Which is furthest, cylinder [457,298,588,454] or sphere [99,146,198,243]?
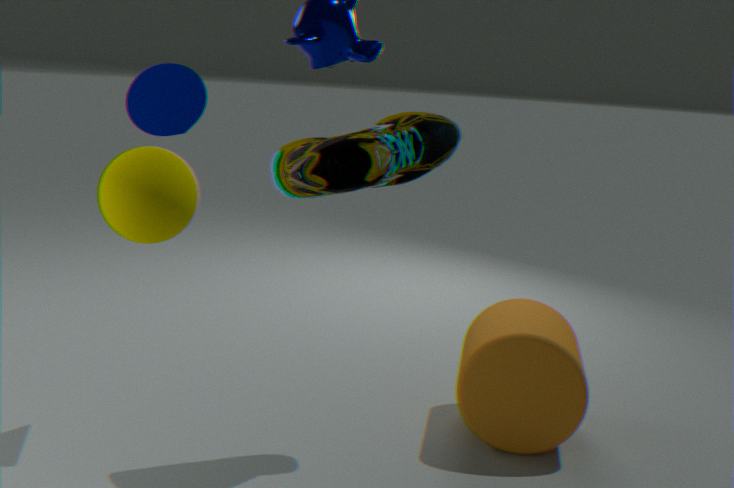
cylinder [457,298,588,454]
